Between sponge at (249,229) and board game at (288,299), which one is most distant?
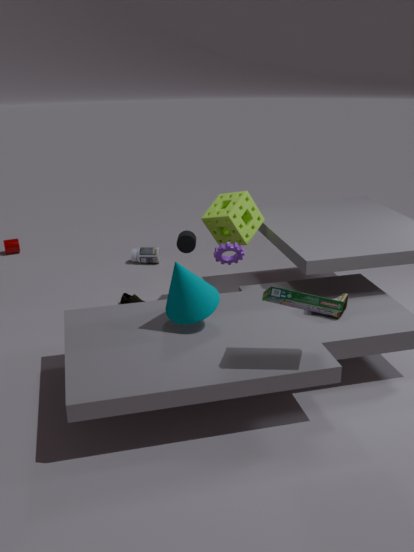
sponge at (249,229)
